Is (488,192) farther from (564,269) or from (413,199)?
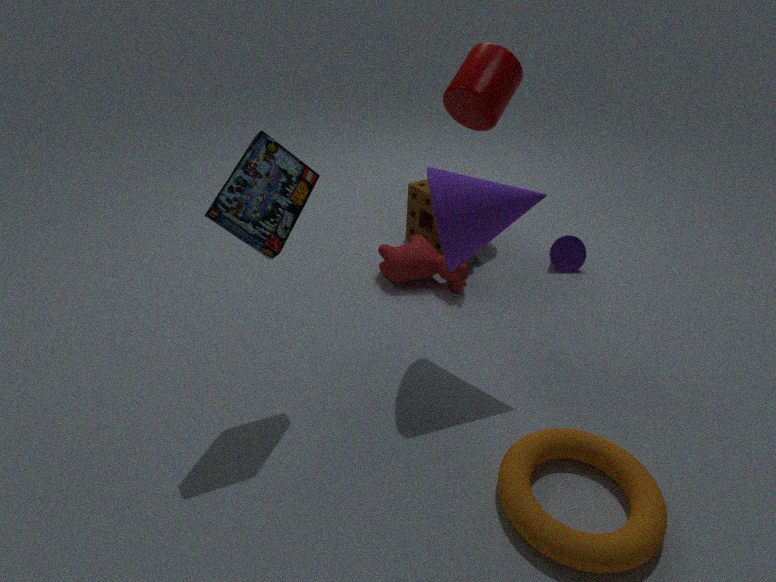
(564,269)
